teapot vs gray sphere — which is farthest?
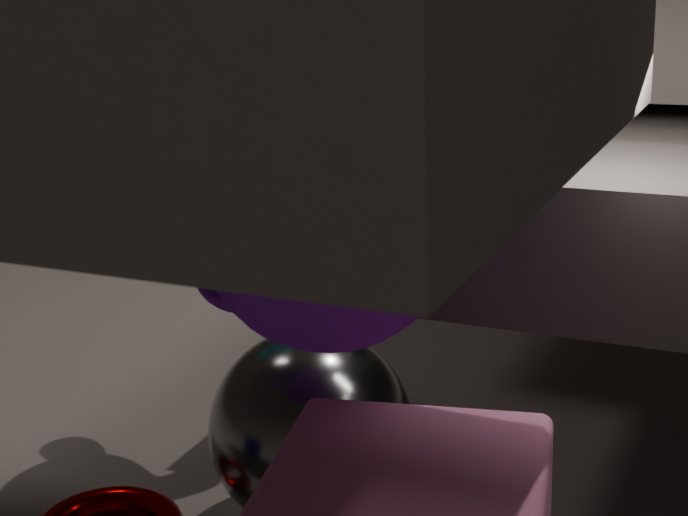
gray sphere
